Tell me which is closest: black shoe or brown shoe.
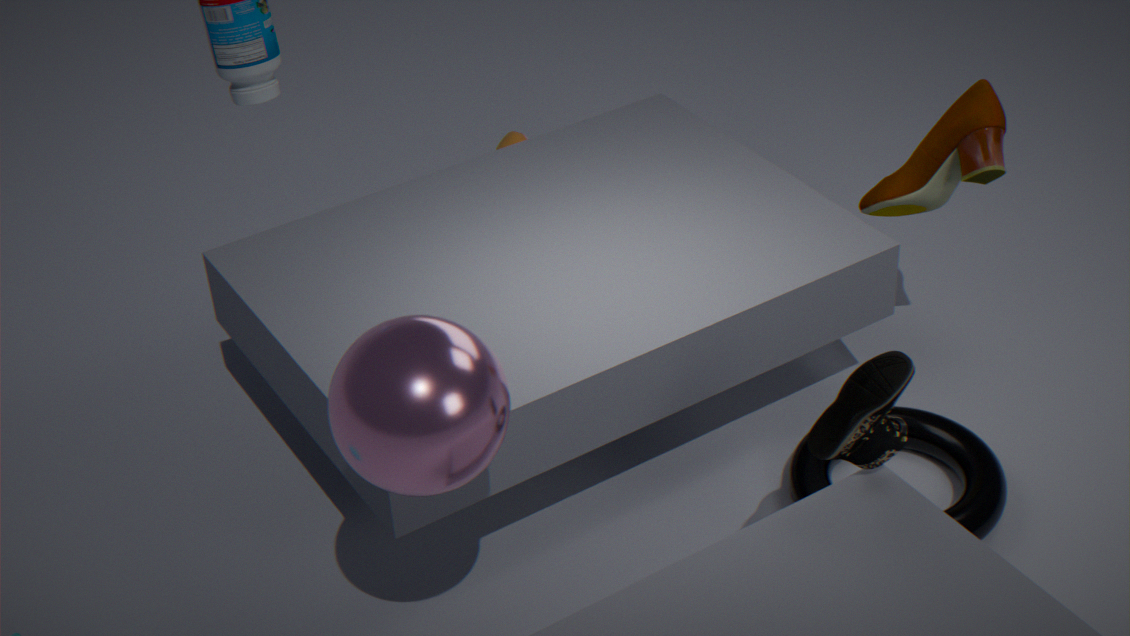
black shoe
